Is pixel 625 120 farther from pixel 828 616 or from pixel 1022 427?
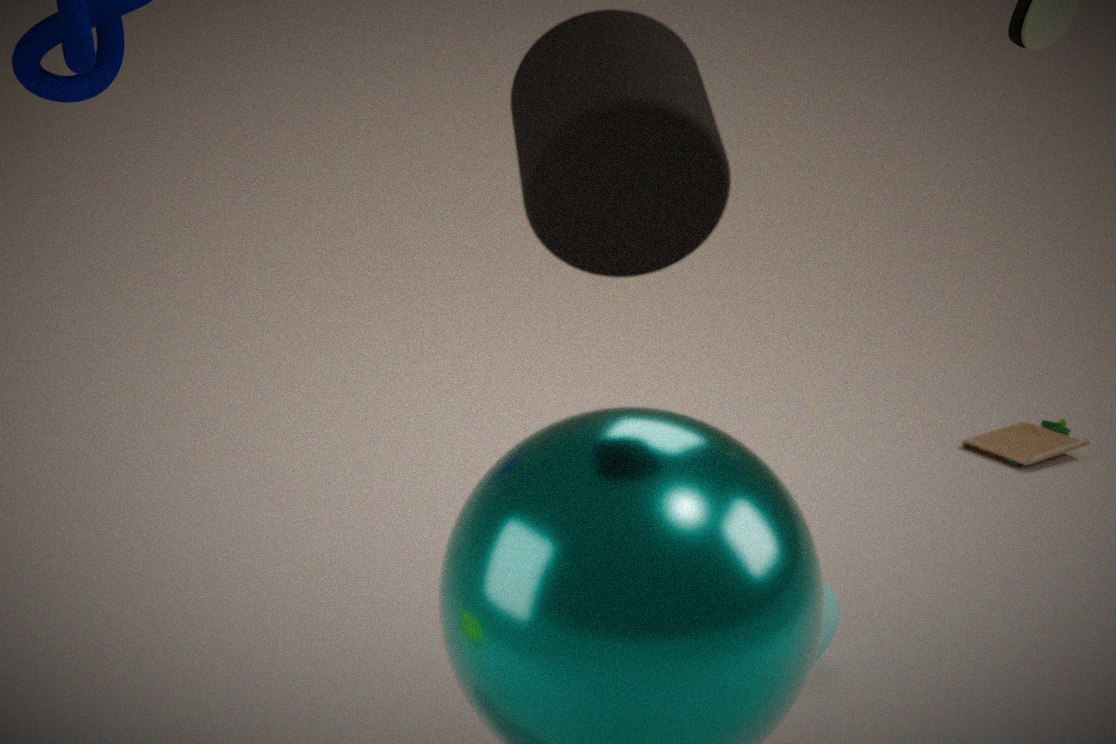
pixel 1022 427
